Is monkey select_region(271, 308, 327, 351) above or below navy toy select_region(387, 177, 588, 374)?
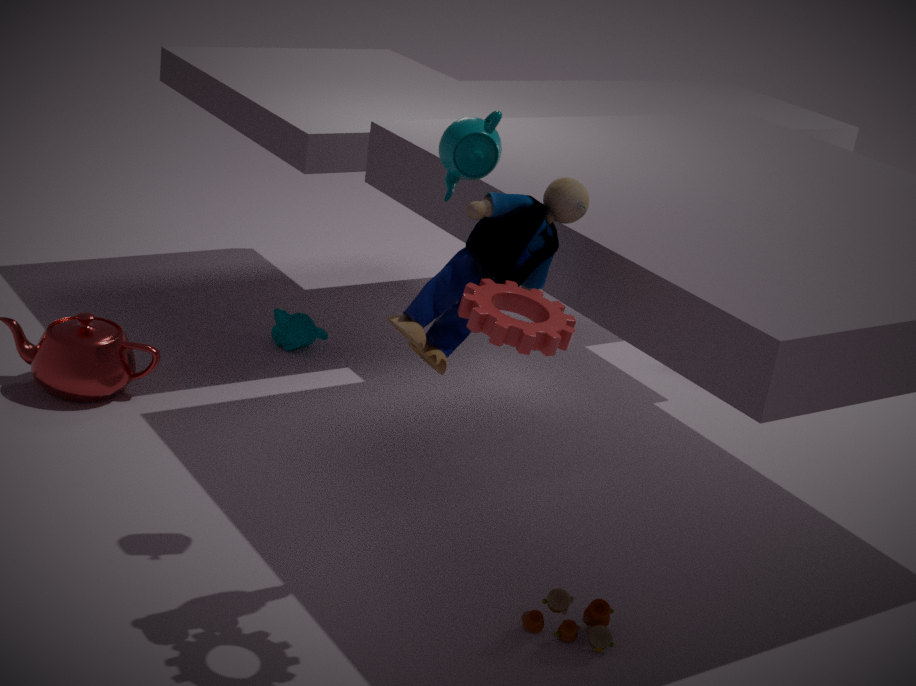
below
